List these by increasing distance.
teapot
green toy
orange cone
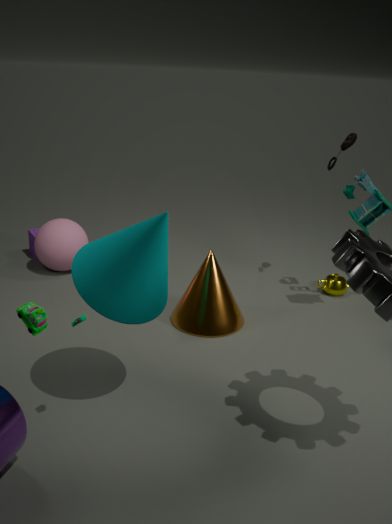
1. green toy
2. orange cone
3. teapot
